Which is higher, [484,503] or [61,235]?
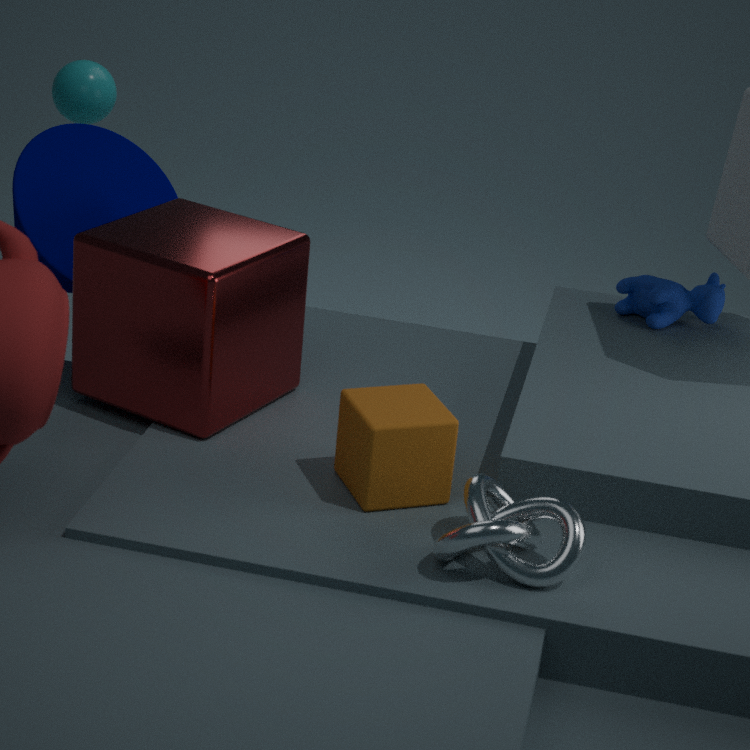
[61,235]
